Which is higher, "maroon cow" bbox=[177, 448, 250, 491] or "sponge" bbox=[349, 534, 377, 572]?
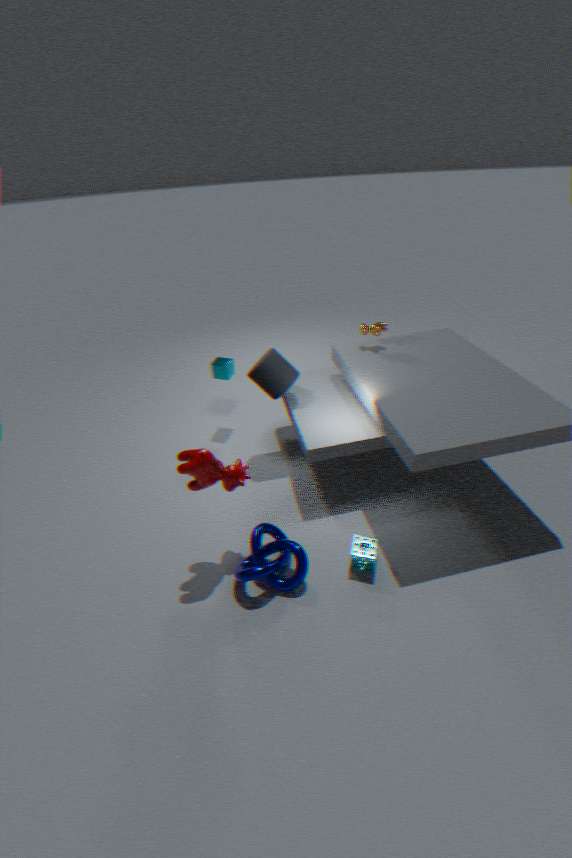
→ "maroon cow" bbox=[177, 448, 250, 491]
